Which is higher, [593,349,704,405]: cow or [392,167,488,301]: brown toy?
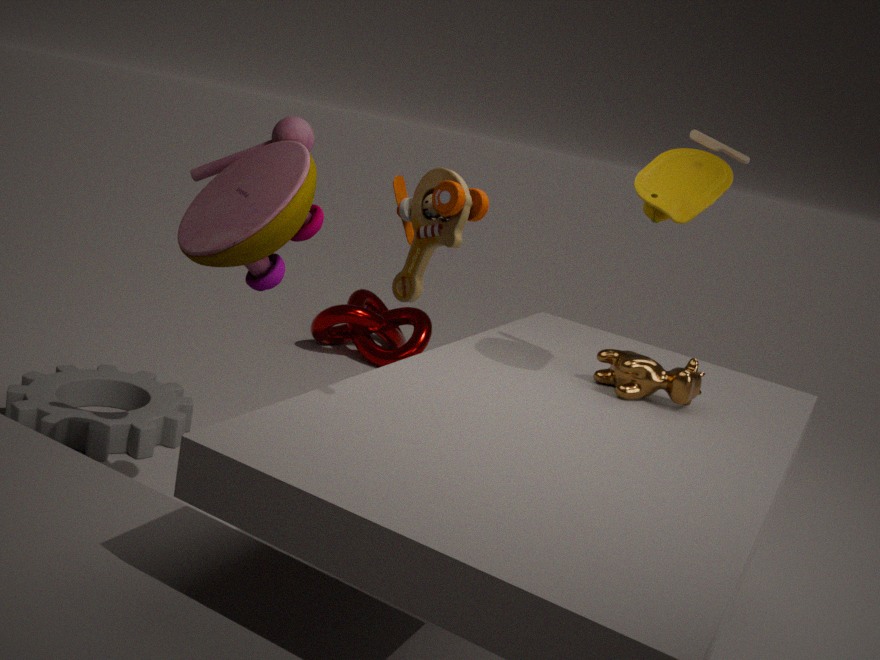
[392,167,488,301]: brown toy
